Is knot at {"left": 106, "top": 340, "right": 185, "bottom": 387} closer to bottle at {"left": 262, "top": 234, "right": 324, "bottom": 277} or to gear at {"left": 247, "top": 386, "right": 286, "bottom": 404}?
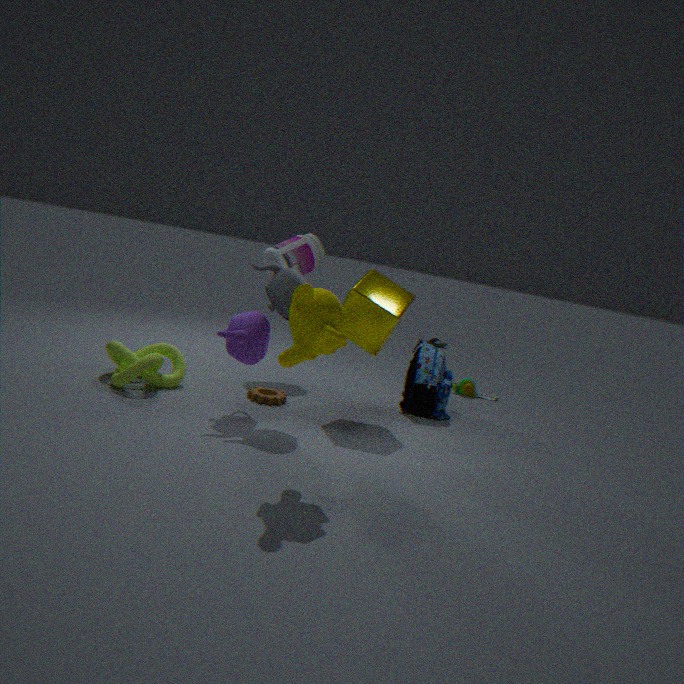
gear at {"left": 247, "top": 386, "right": 286, "bottom": 404}
